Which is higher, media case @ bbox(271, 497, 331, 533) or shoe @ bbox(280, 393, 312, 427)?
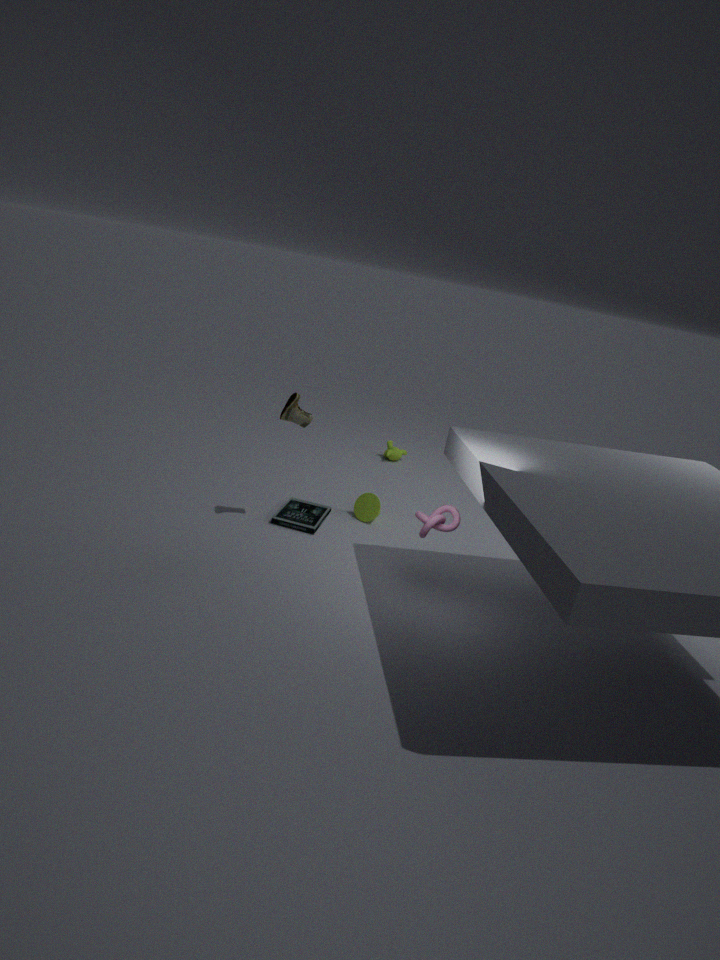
shoe @ bbox(280, 393, 312, 427)
